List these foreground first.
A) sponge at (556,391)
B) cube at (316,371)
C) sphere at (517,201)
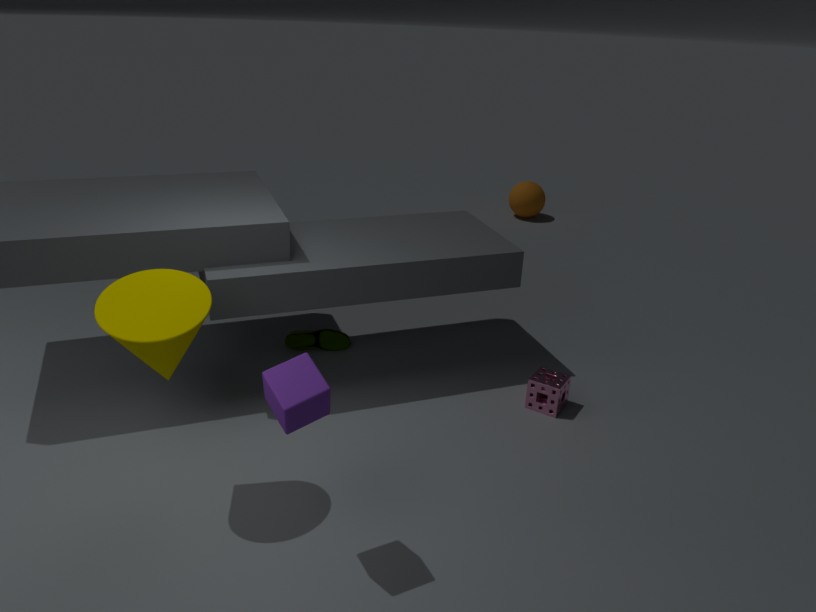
cube at (316,371), sponge at (556,391), sphere at (517,201)
